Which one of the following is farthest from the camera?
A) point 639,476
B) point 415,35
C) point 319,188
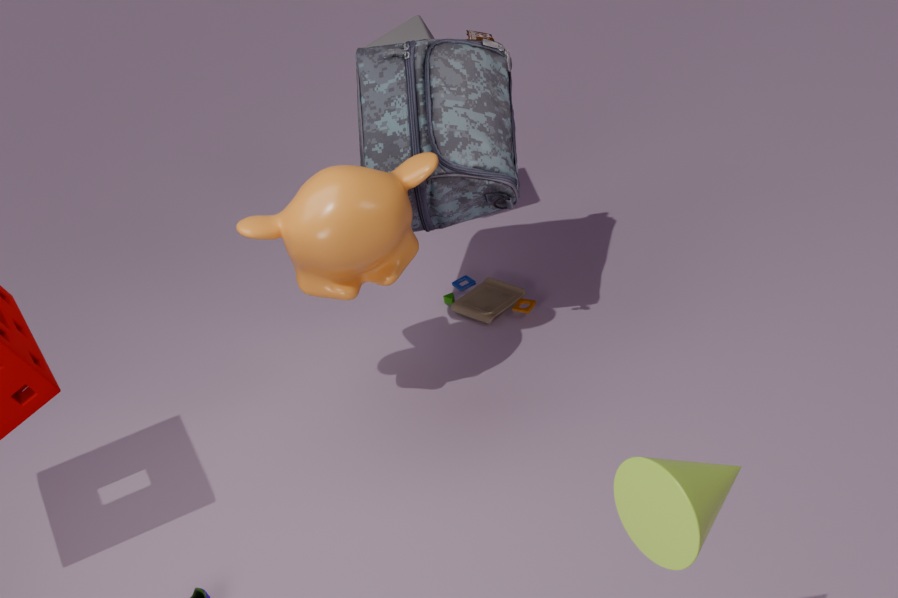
point 415,35
